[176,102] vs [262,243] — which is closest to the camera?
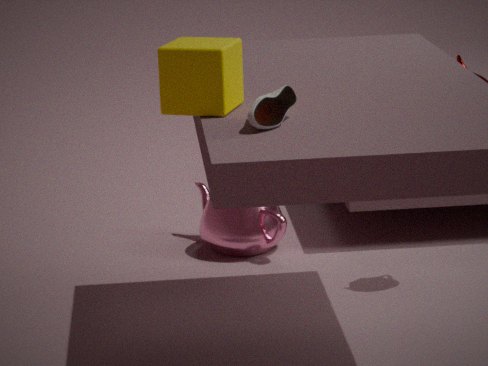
[176,102]
